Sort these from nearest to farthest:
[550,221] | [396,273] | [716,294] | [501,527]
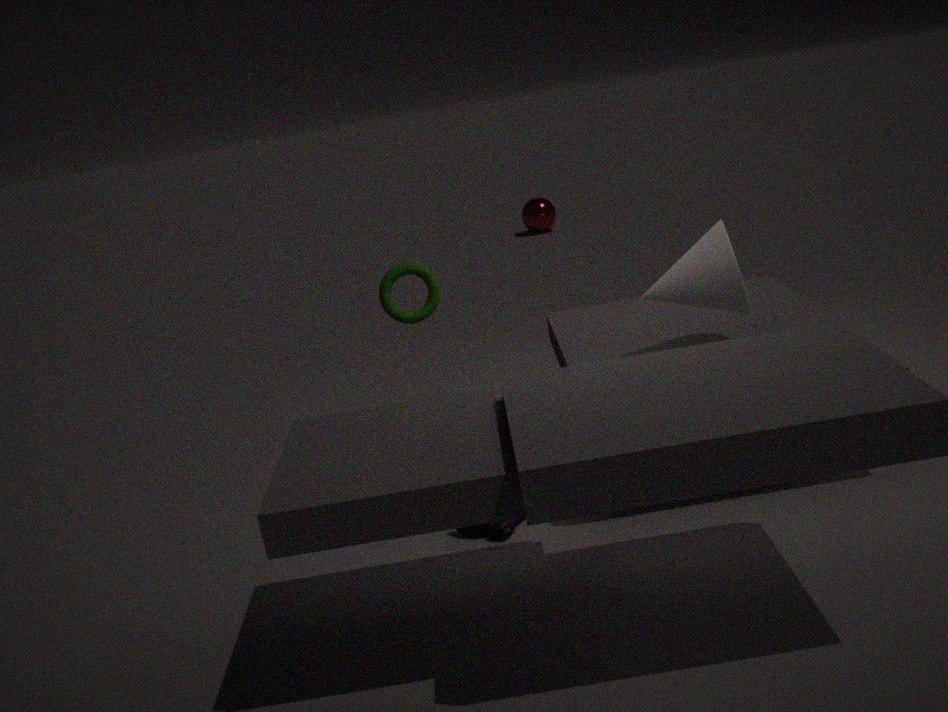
[501,527] < [716,294] < [396,273] < [550,221]
